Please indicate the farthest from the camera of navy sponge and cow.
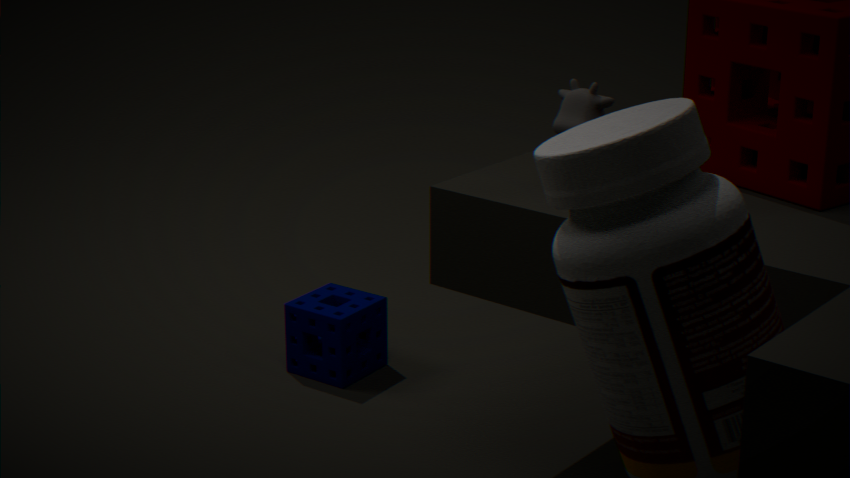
navy sponge
